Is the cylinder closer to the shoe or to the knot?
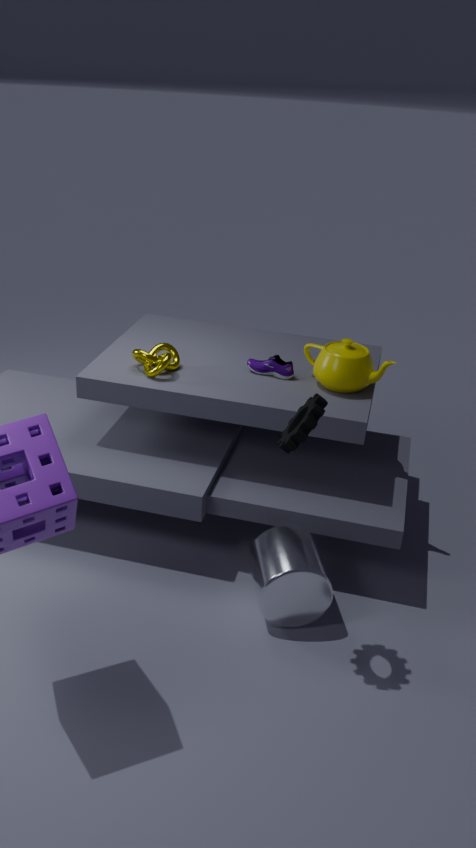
the shoe
